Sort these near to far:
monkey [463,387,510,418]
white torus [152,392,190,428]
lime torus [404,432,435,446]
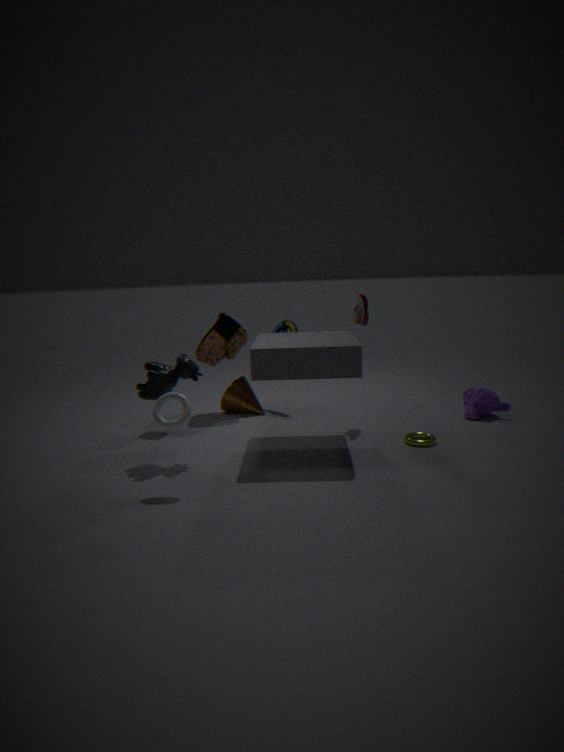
white torus [152,392,190,428]
lime torus [404,432,435,446]
monkey [463,387,510,418]
